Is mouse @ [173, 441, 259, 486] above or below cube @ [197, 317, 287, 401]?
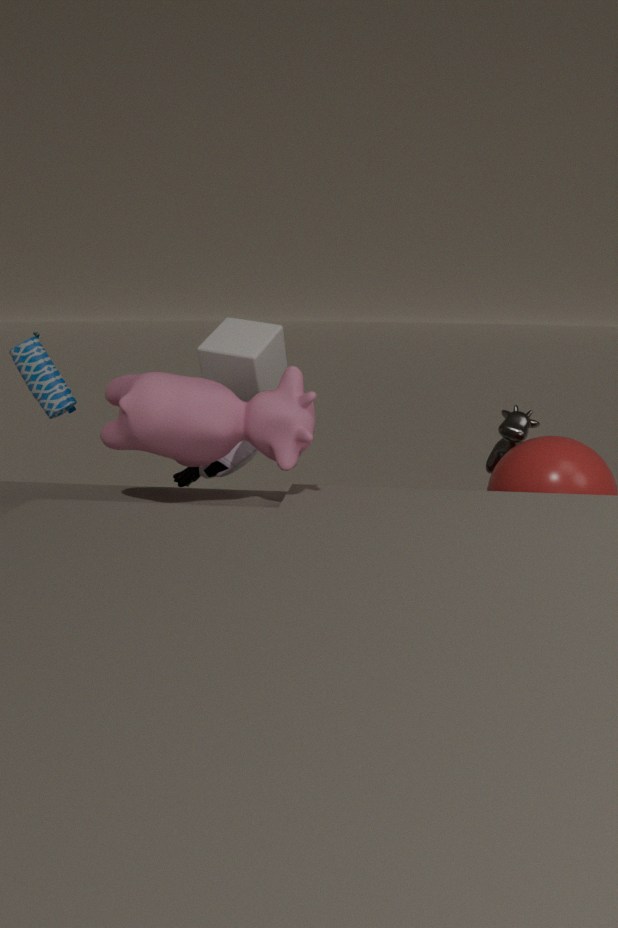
below
